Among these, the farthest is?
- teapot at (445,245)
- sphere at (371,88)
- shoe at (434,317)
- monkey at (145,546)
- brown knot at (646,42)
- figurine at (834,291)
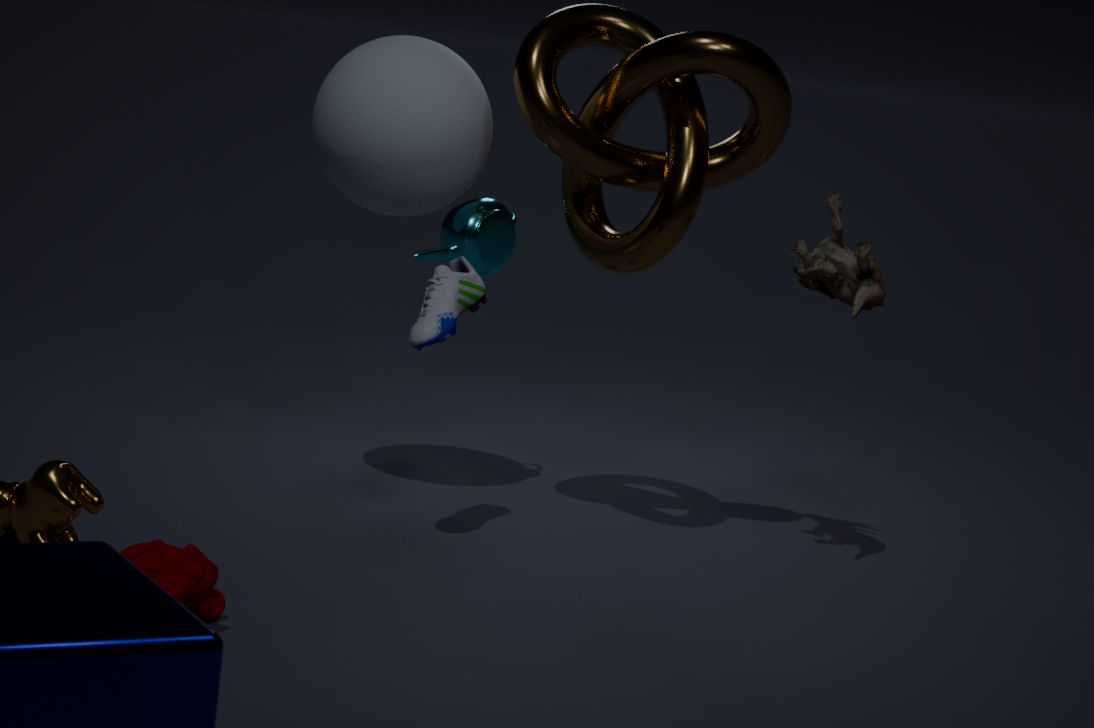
teapot at (445,245)
